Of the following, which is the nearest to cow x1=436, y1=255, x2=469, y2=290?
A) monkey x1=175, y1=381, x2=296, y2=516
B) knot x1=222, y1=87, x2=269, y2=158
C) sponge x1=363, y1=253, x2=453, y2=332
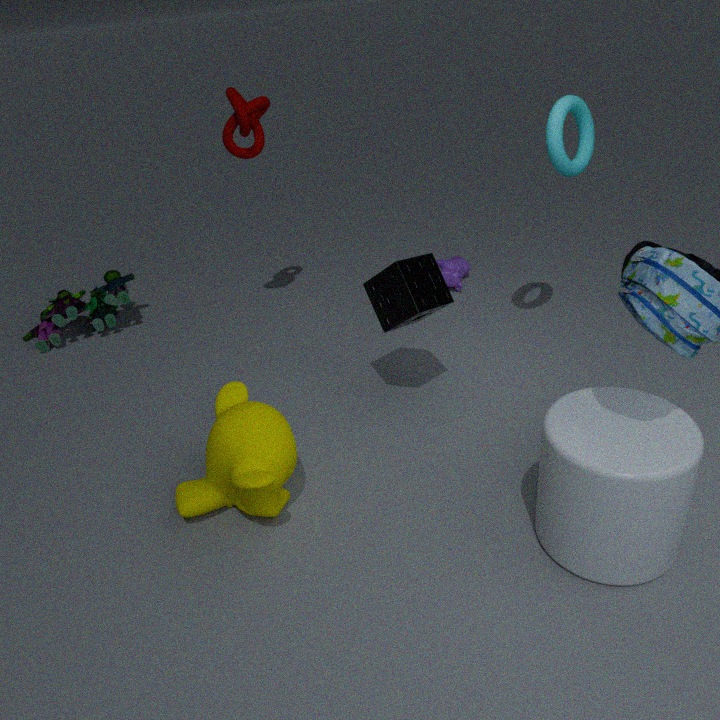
sponge x1=363, y1=253, x2=453, y2=332
